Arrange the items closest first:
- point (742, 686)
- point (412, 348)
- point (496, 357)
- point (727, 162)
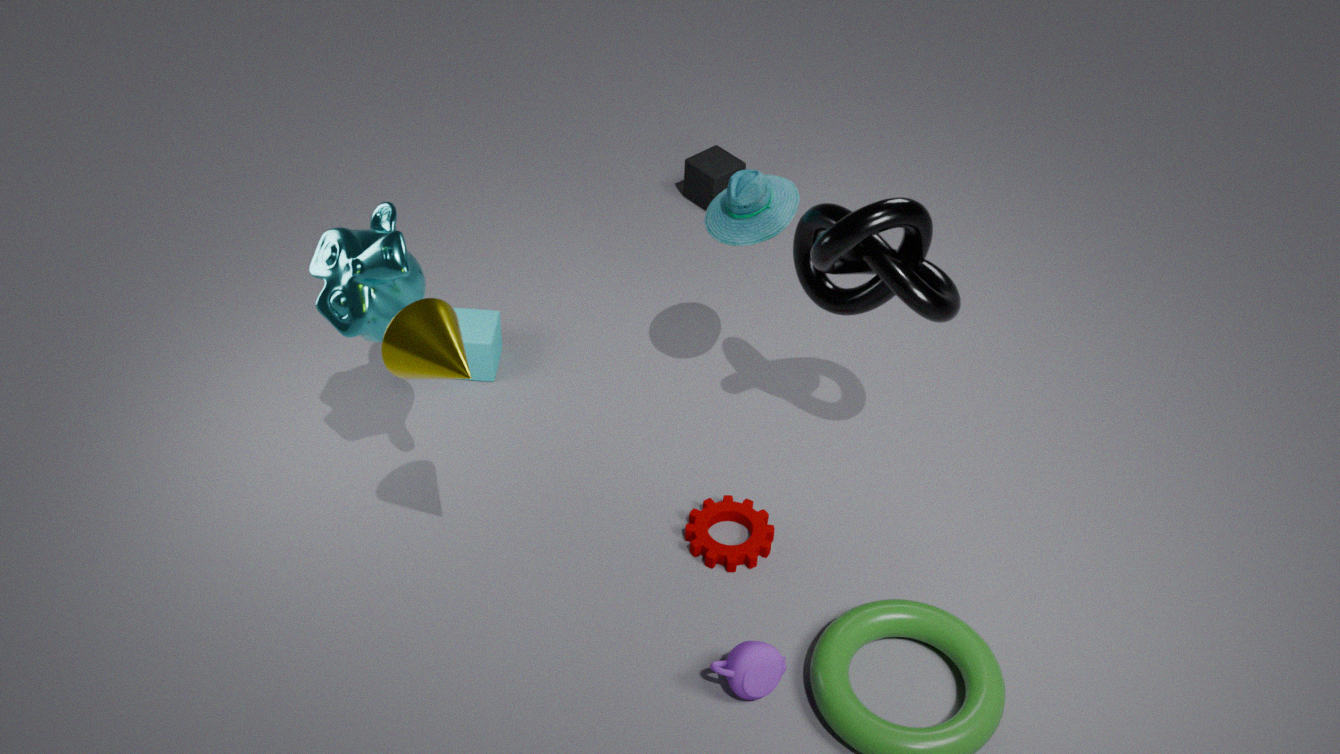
1. point (412, 348)
2. point (742, 686)
3. point (496, 357)
4. point (727, 162)
